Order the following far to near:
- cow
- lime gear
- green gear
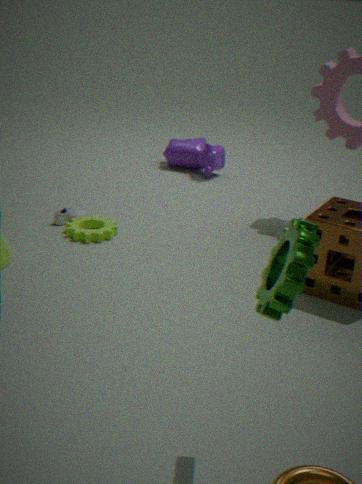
cow
lime gear
green gear
